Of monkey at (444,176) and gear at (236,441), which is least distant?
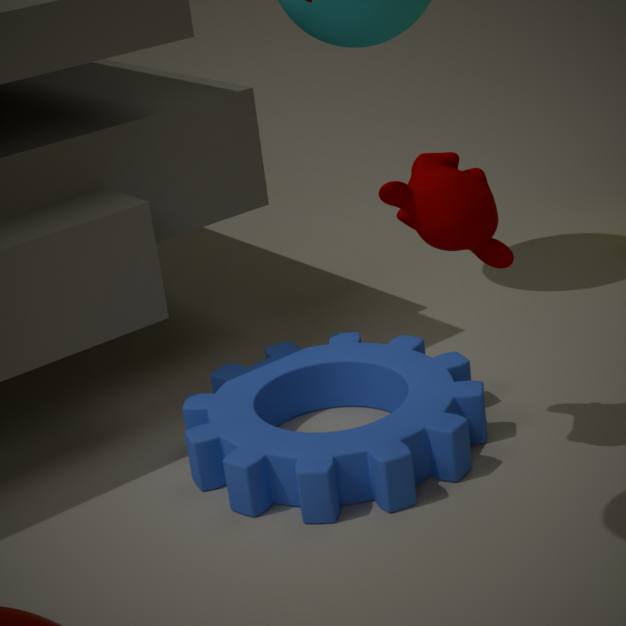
monkey at (444,176)
